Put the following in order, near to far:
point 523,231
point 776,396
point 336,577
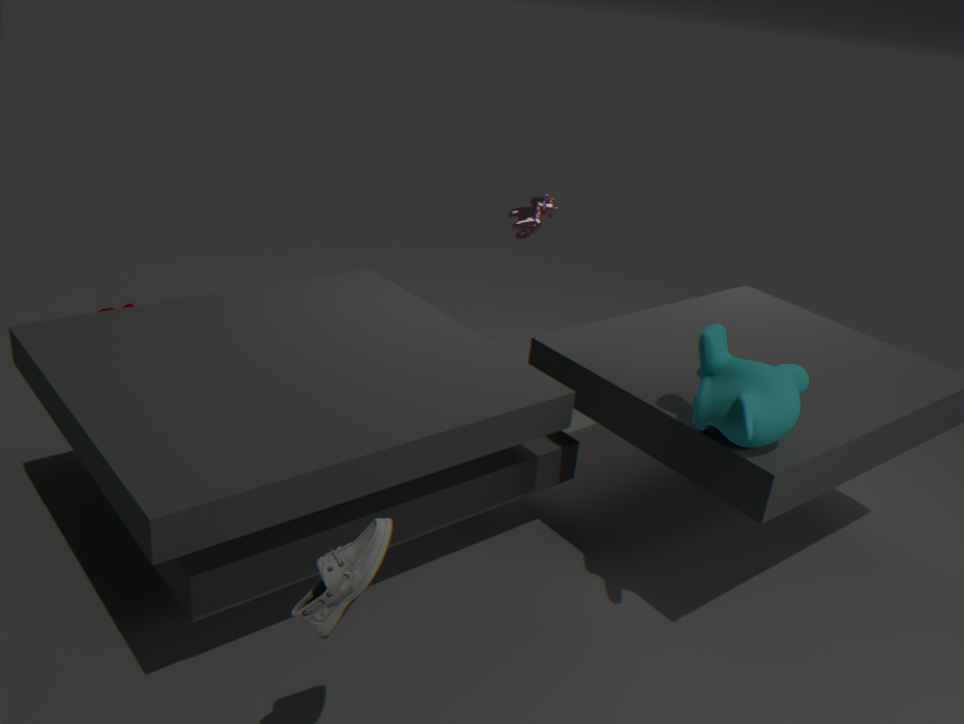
1. point 336,577
2. point 776,396
3. point 523,231
